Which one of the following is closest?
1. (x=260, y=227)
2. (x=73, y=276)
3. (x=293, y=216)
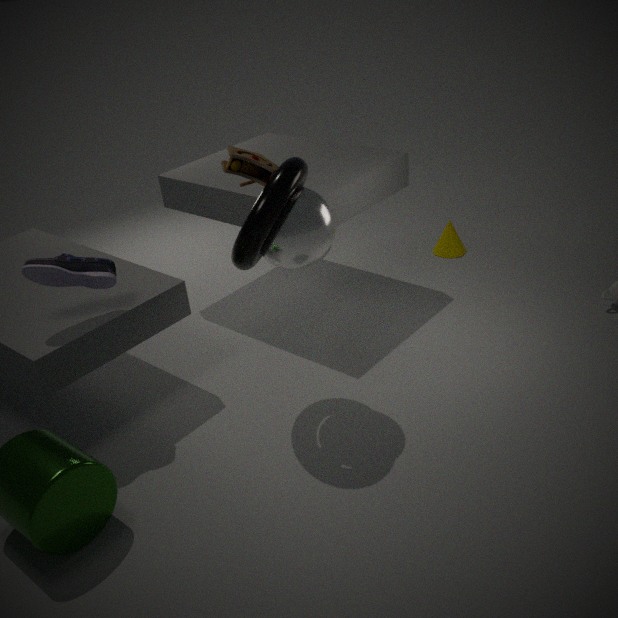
(x=260, y=227)
